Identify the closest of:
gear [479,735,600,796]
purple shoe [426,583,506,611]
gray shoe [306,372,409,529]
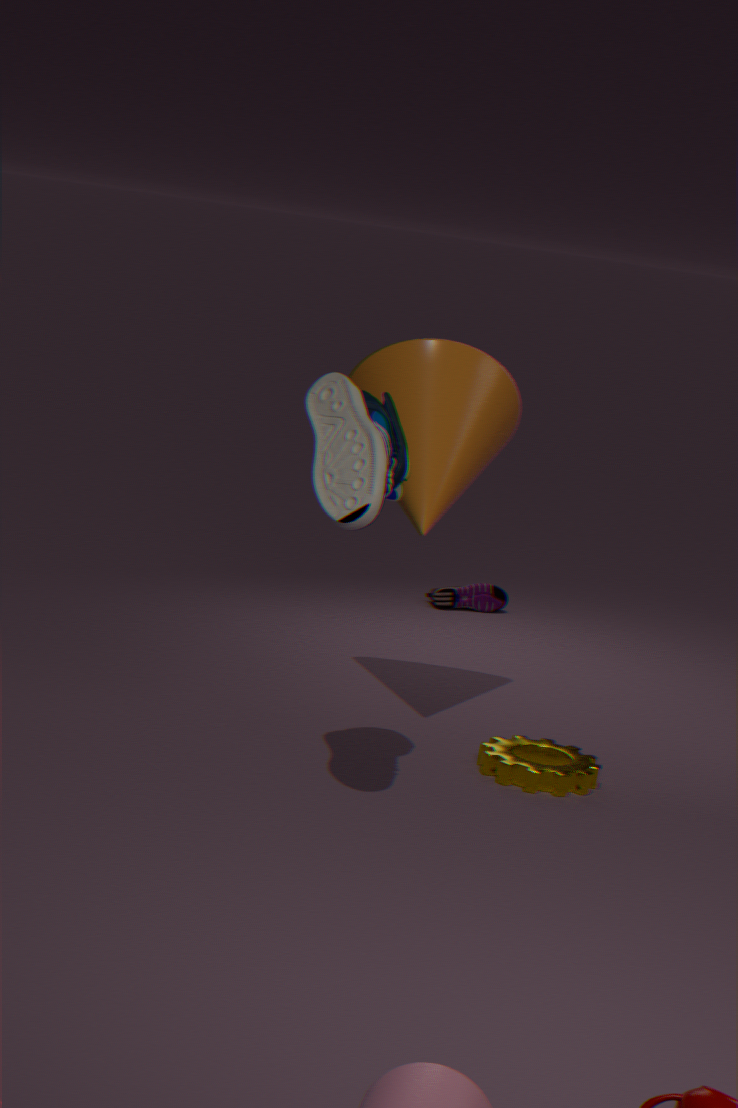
gray shoe [306,372,409,529]
